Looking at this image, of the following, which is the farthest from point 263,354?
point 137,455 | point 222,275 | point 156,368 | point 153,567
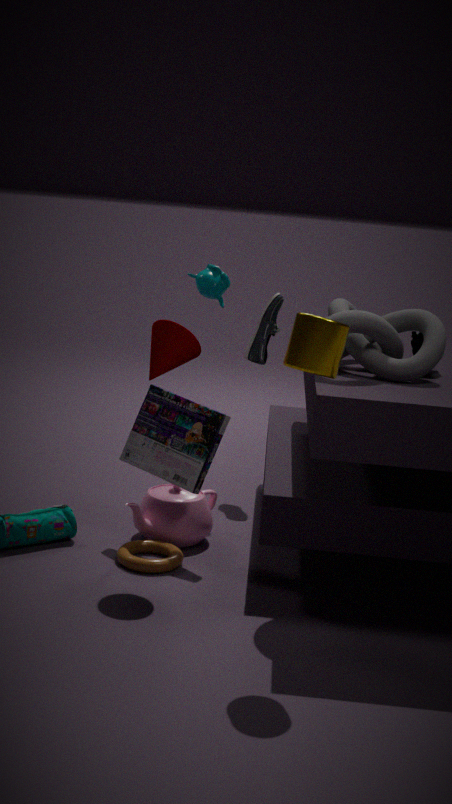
point 153,567
